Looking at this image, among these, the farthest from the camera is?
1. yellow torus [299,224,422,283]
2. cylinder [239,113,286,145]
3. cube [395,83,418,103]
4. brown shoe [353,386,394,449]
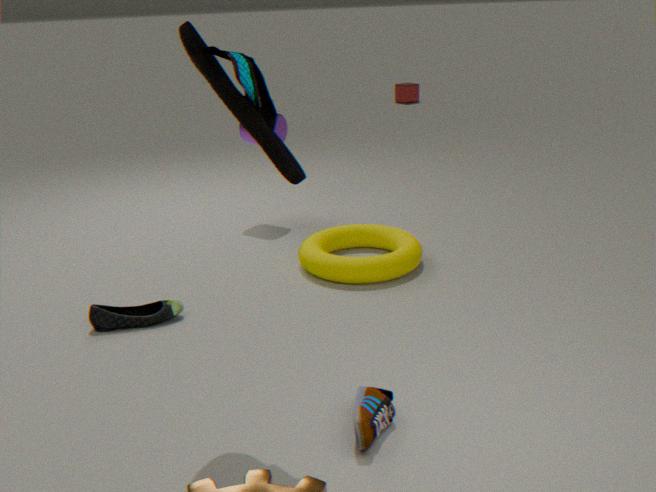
cube [395,83,418,103]
